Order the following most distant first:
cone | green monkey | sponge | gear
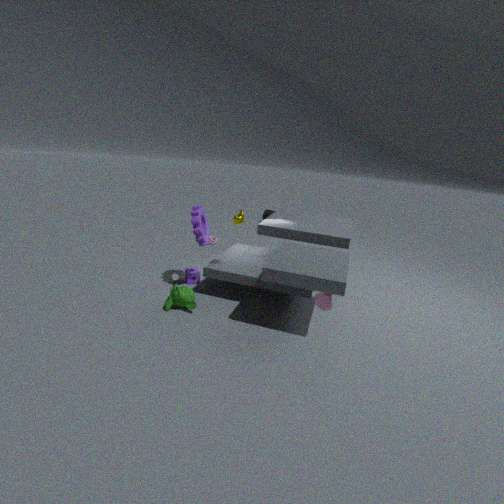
1. sponge
2. gear
3. green monkey
4. cone
